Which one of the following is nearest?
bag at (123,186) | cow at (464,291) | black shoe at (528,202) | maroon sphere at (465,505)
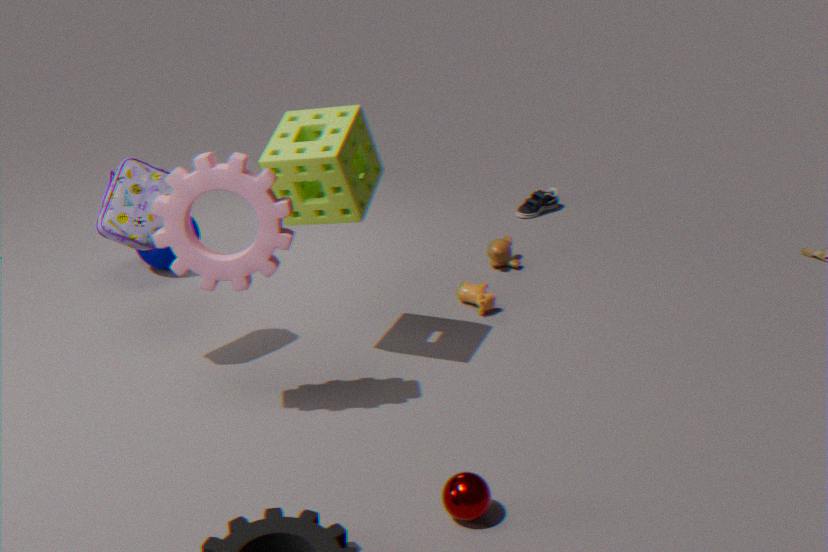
maroon sphere at (465,505)
